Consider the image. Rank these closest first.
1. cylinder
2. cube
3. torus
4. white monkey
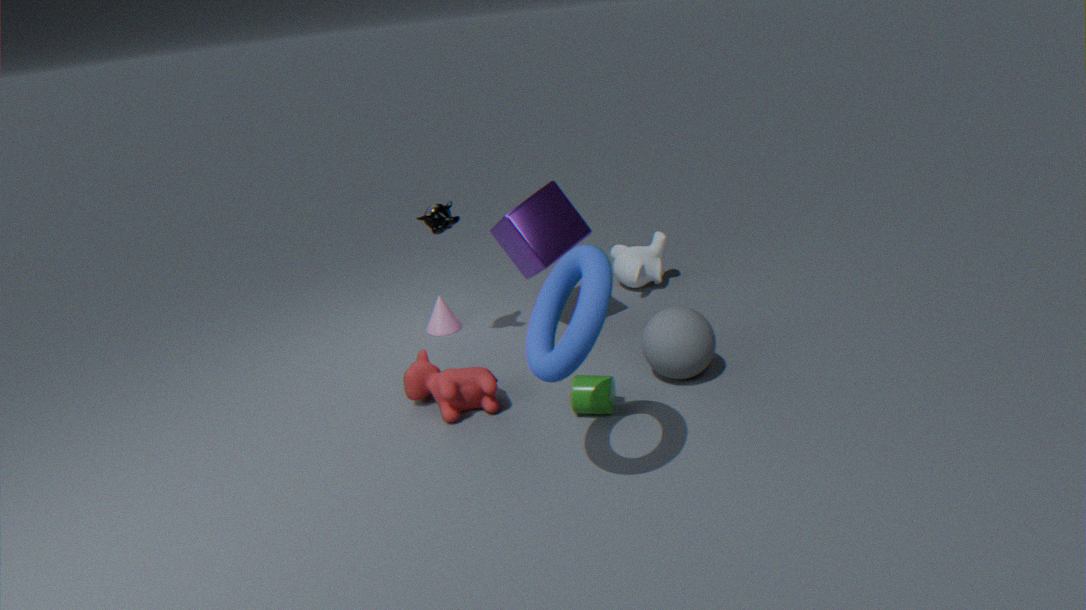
torus
cylinder
cube
white monkey
